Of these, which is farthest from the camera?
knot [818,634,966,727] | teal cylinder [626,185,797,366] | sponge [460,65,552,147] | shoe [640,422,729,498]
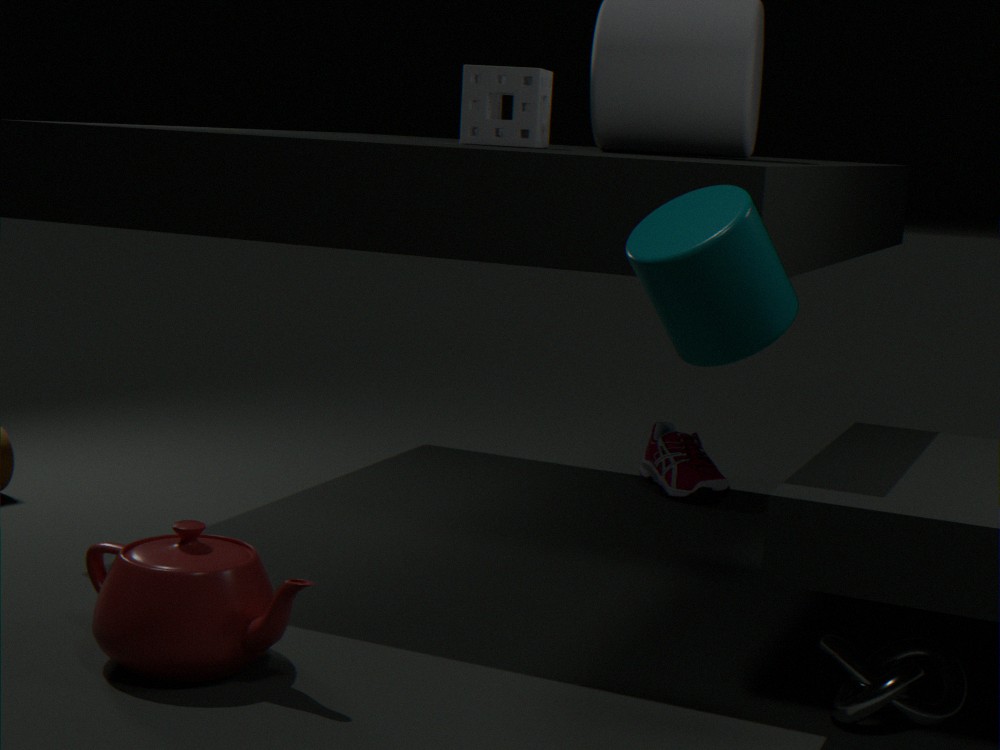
shoe [640,422,729,498]
